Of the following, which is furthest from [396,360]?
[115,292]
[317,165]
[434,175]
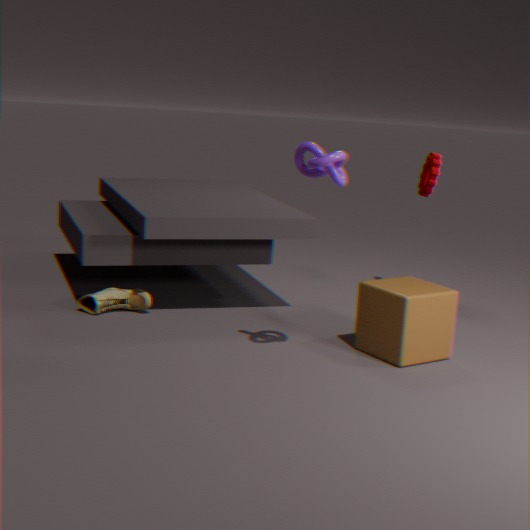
[115,292]
